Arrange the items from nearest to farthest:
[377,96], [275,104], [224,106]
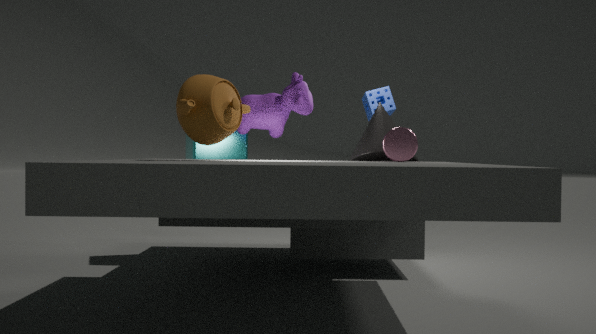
[224,106] → [275,104] → [377,96]
